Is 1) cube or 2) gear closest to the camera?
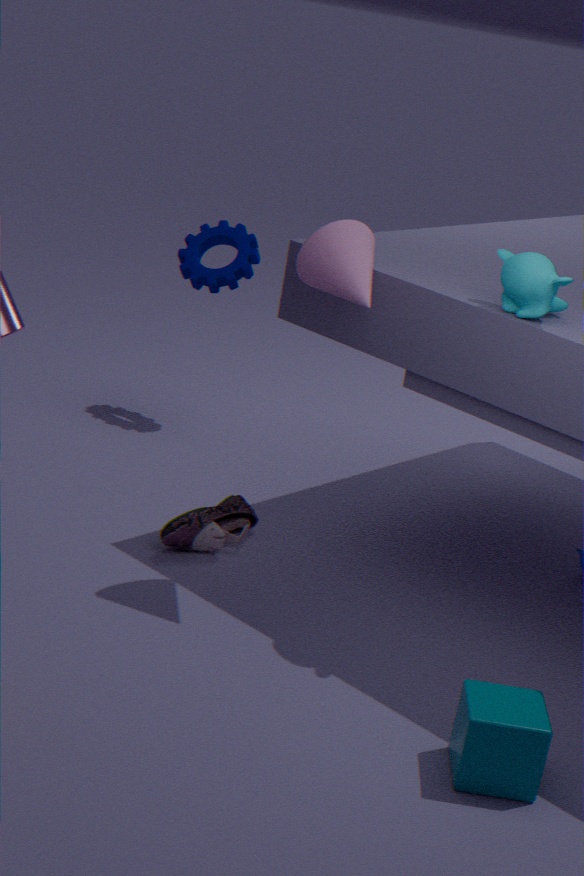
1. cube
